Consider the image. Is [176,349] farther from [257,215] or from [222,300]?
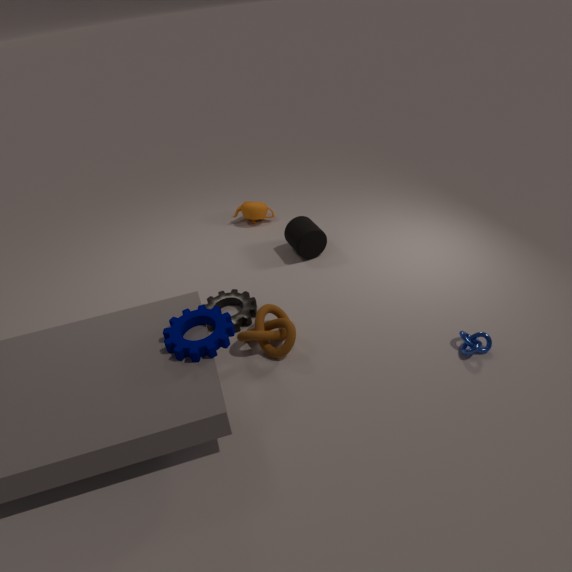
[257,215]
